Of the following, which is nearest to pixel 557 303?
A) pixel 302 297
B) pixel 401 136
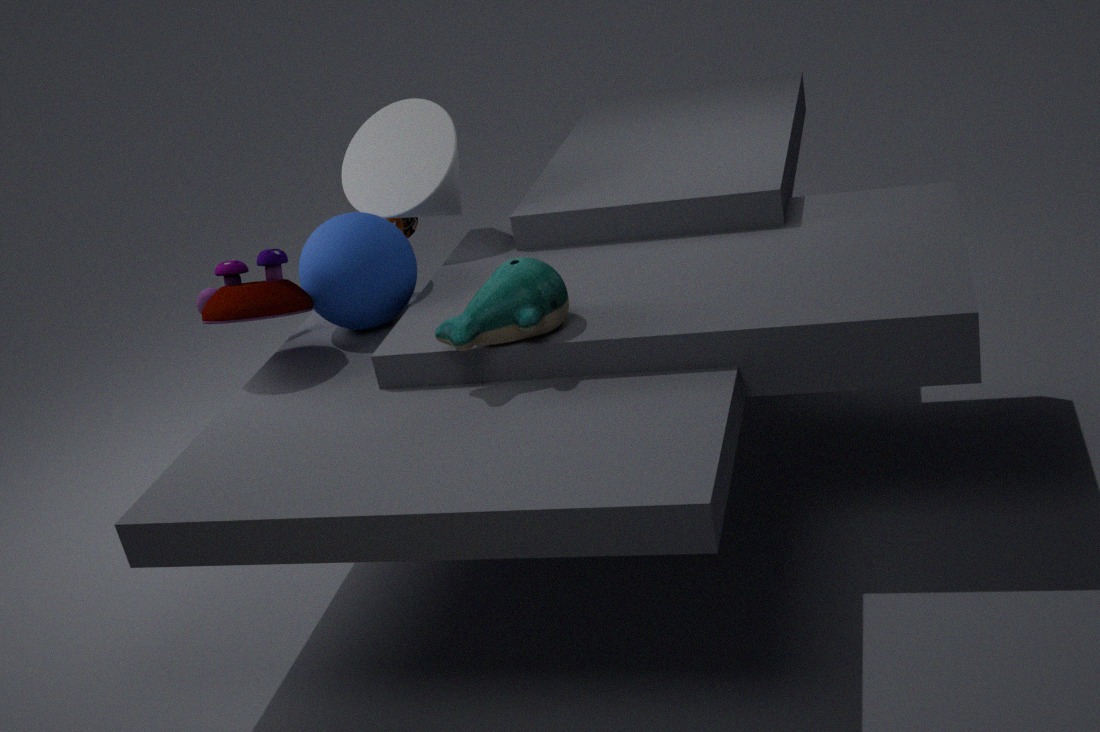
pixel 302 297
